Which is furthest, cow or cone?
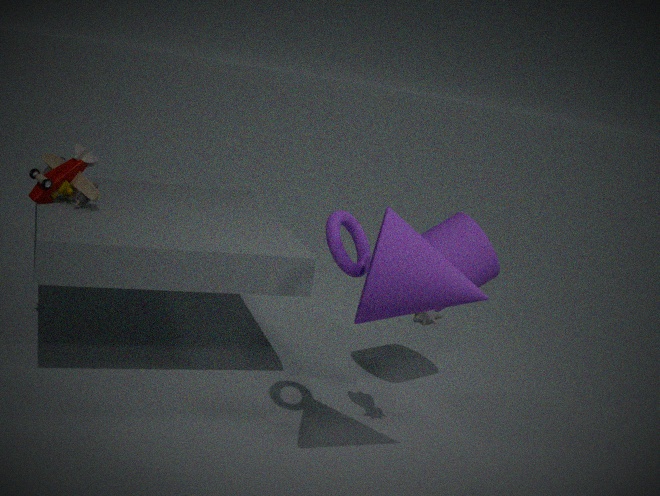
cow
